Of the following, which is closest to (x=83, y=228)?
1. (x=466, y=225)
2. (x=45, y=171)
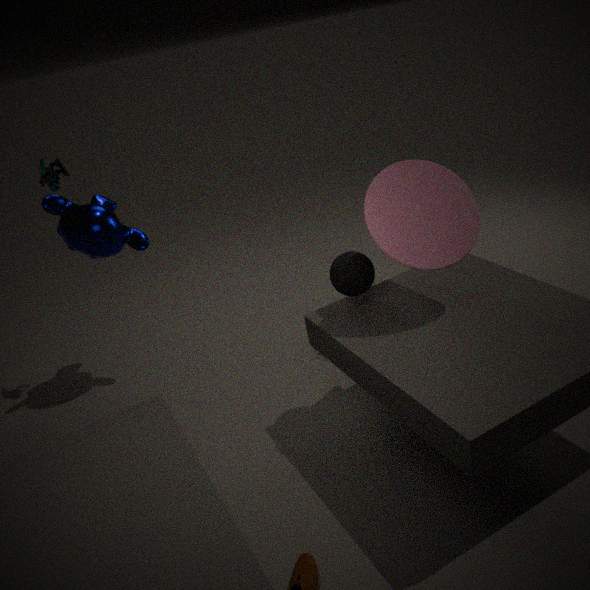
(x=45, y=171)
